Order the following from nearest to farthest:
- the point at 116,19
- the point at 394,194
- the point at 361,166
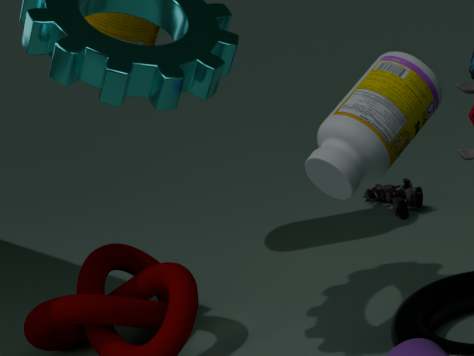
the point at 361,166
the point at 116,19
the point at 394,194
